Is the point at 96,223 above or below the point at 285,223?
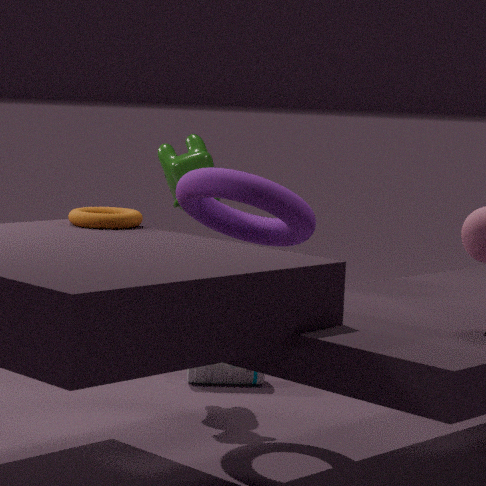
below
